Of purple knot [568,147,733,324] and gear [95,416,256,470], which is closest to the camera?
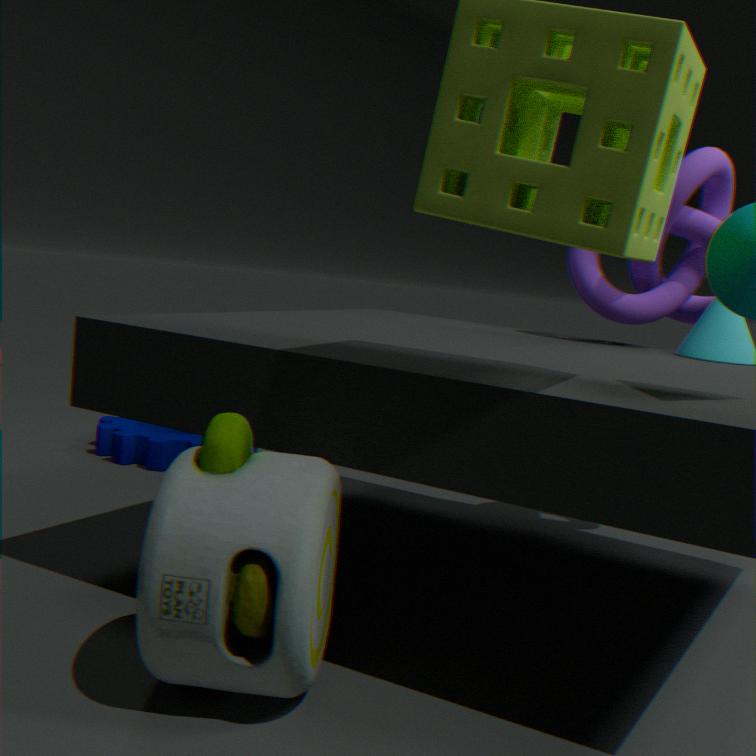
purple knot [568,147,733,324]
